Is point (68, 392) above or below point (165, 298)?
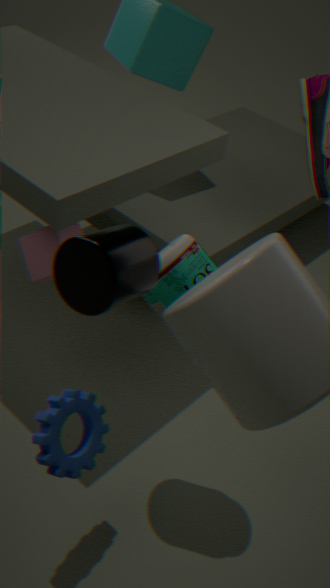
below
